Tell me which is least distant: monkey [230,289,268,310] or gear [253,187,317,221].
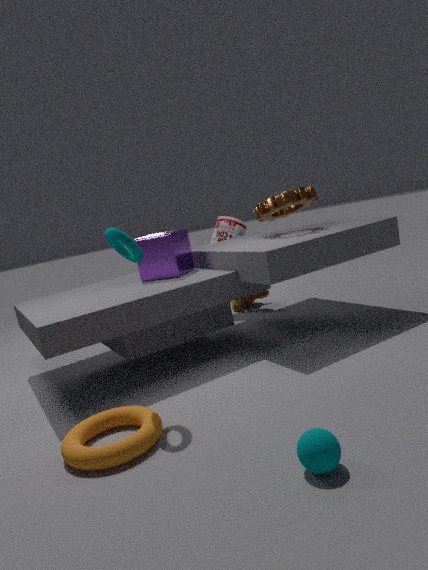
gear [253,187,317,221]
